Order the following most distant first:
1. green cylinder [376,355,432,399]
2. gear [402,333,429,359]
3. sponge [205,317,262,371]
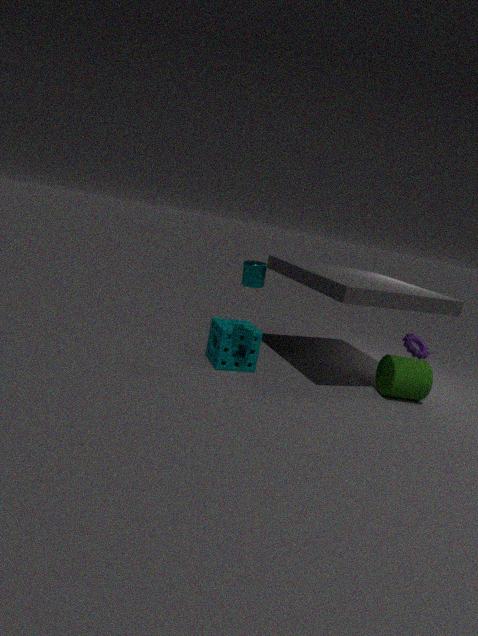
1. gear [402,333,429,359]
2. green cylinder [376,355,432,399]
3. sponge [205,317,262,371]
